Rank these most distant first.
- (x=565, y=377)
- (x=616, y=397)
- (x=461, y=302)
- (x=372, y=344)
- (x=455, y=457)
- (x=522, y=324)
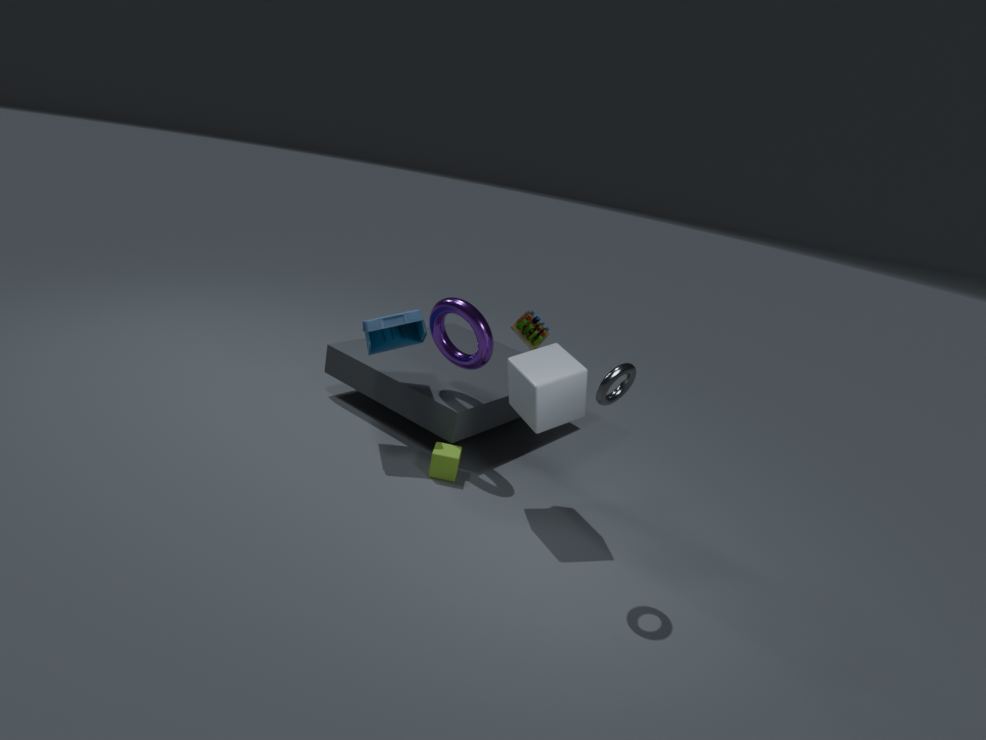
(x=372, y=344)
(x=461, y=302)
(x=455, y=457)
(x=522, y=324)
(x=565, y=377)
(x=616, y=397)
